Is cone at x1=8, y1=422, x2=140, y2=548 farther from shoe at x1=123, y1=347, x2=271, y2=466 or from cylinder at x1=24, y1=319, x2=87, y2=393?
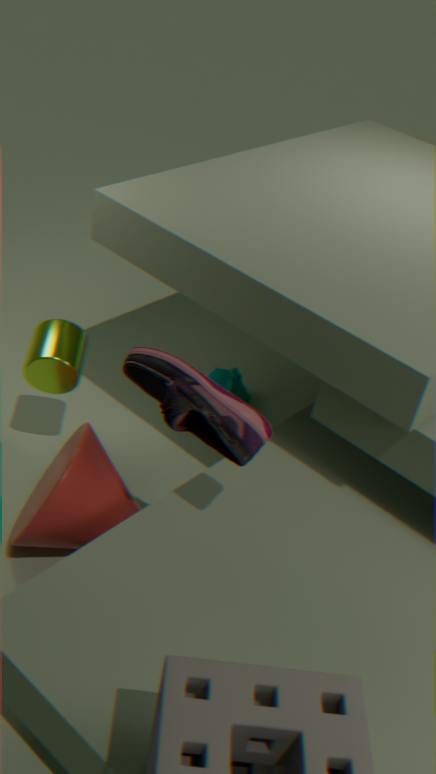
shoe at x1=123, y1=347, x2=271, y2=466
